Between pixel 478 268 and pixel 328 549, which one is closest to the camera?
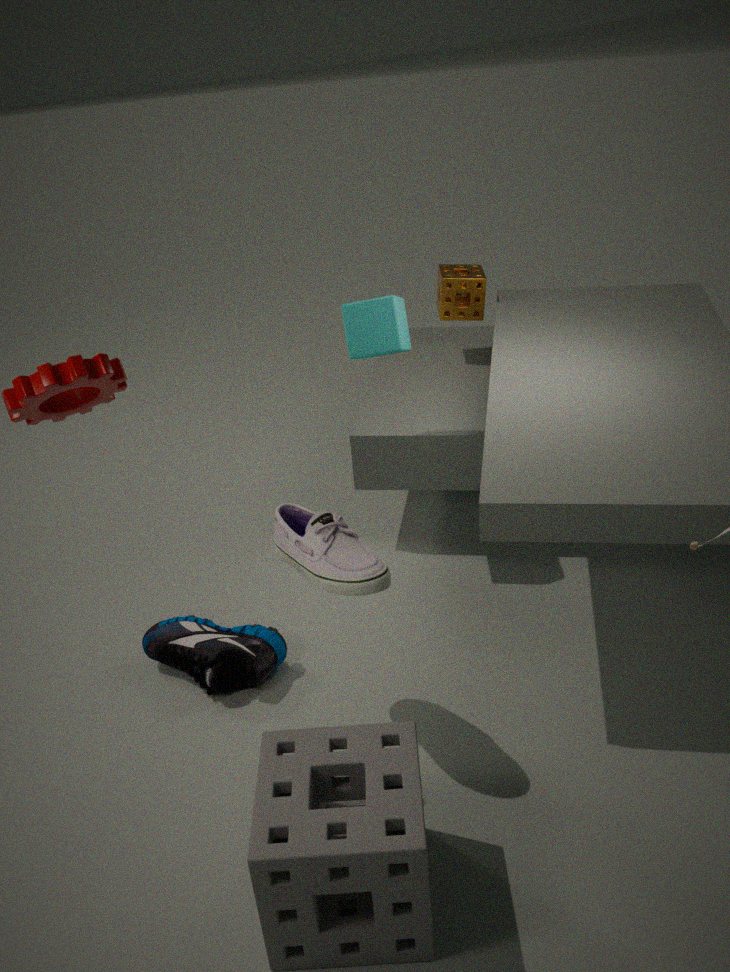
pixel 328 549
